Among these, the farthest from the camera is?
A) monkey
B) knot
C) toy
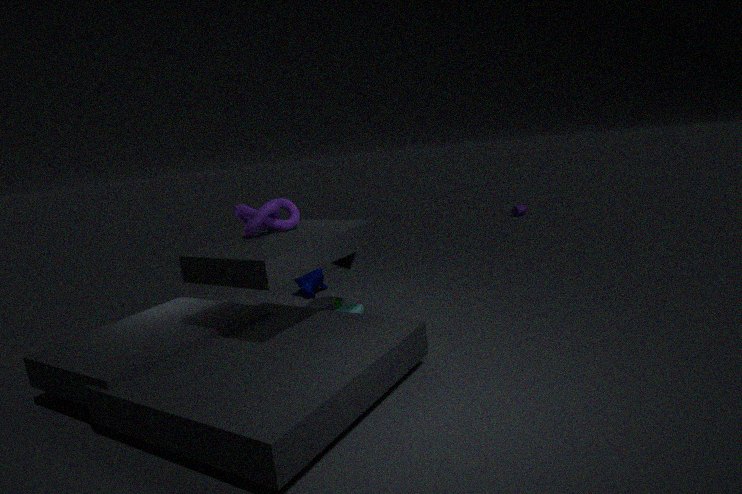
monkey
